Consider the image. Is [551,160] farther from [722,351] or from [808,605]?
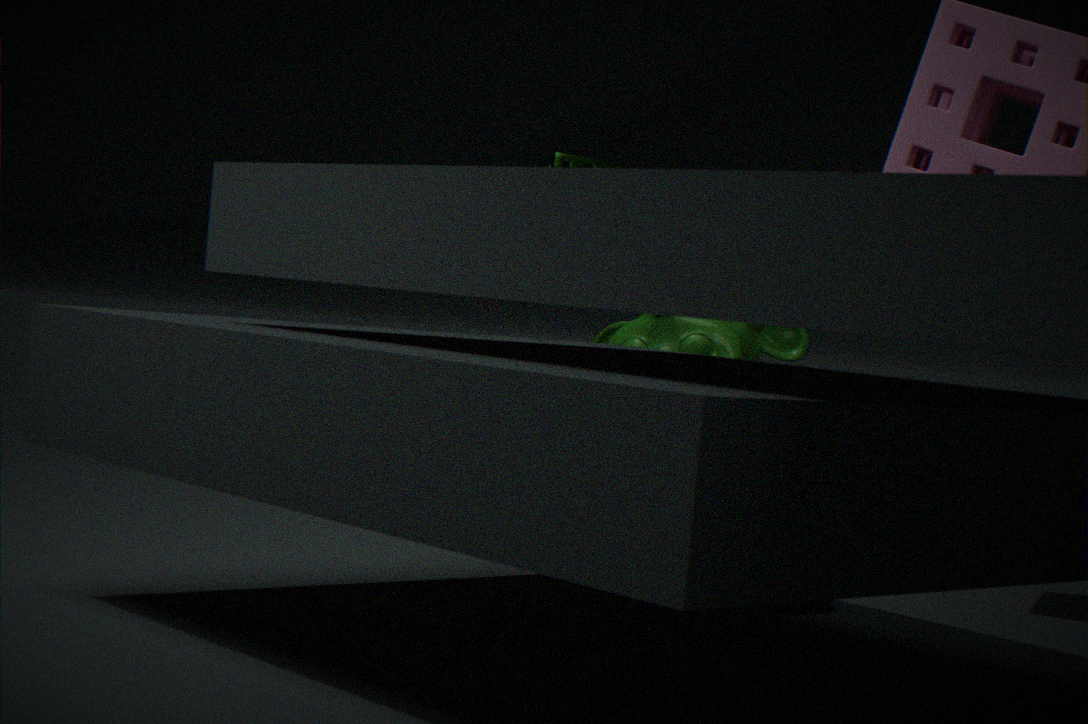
[808,605]
